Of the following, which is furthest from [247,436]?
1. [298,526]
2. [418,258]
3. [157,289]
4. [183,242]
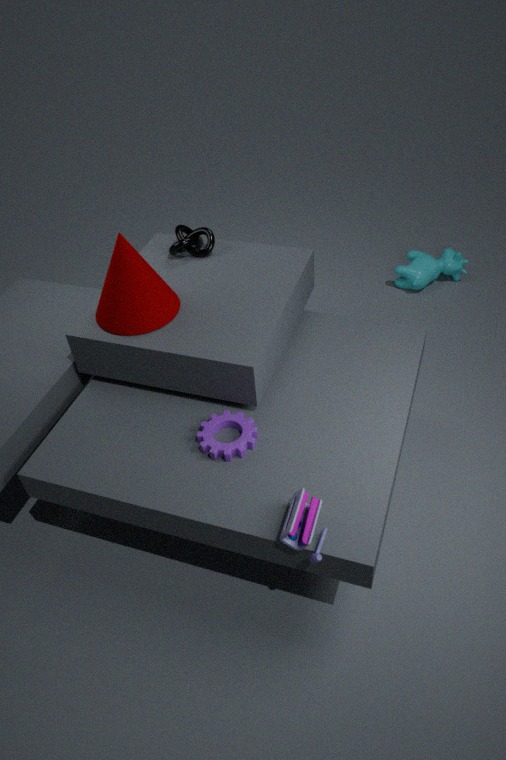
[418,258]
